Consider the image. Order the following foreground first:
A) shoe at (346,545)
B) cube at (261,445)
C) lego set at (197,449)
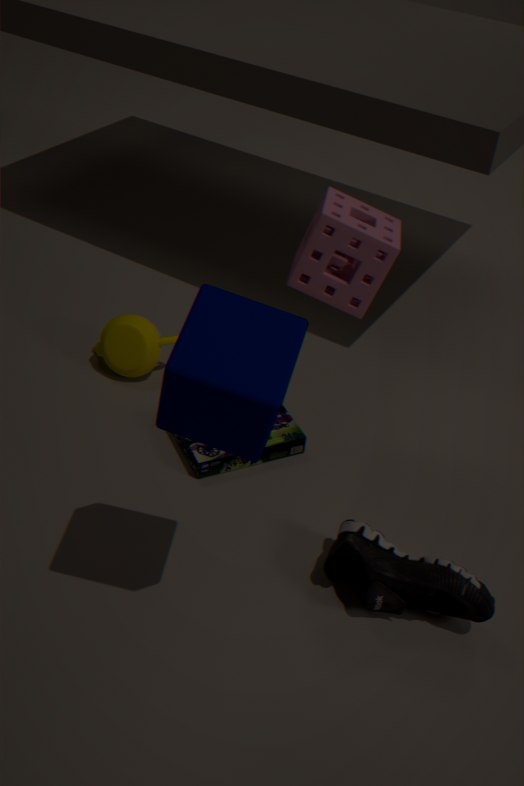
cube at (261,445) → shoe at (346,545) → lego set at (197,449)
